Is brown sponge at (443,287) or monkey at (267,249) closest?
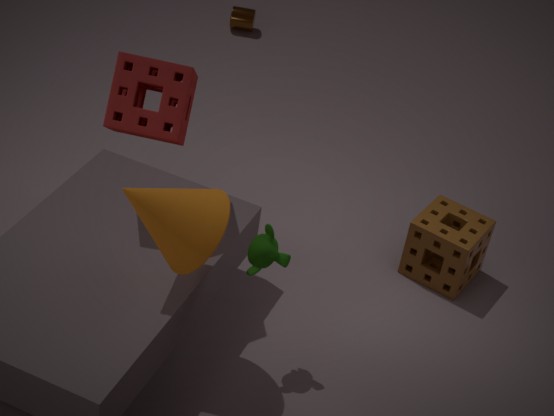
monkey at (267,249)
